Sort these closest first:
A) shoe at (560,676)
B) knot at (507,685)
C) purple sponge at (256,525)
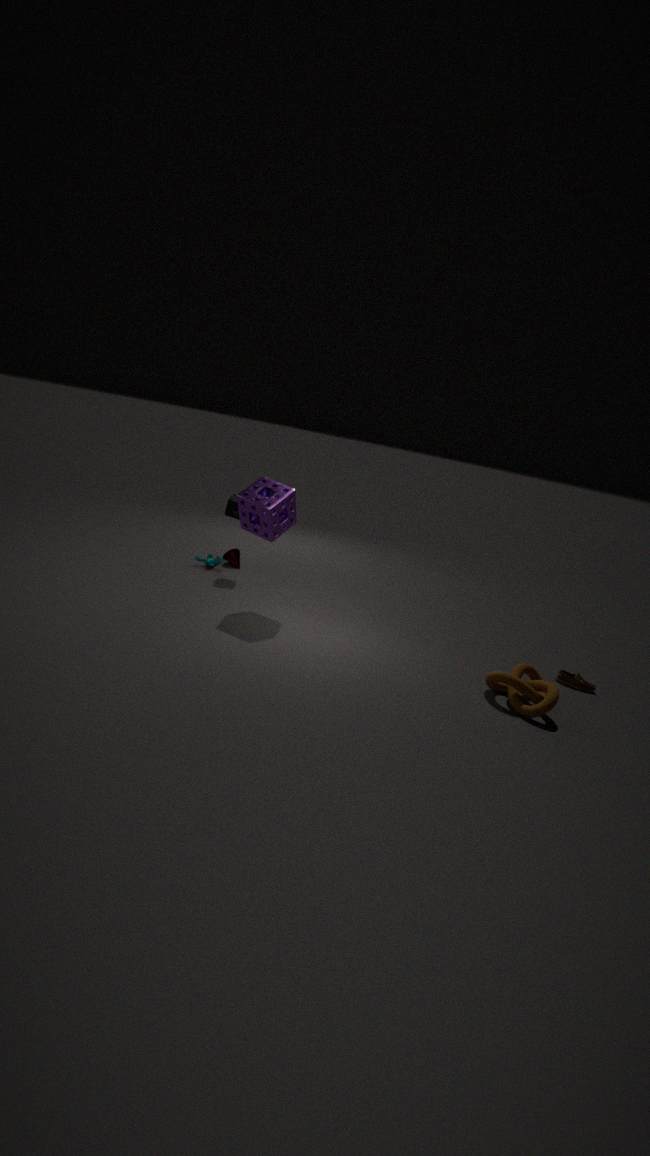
knot at (507,685) → purple sponge at (256,525) → shoe at (560,676)
